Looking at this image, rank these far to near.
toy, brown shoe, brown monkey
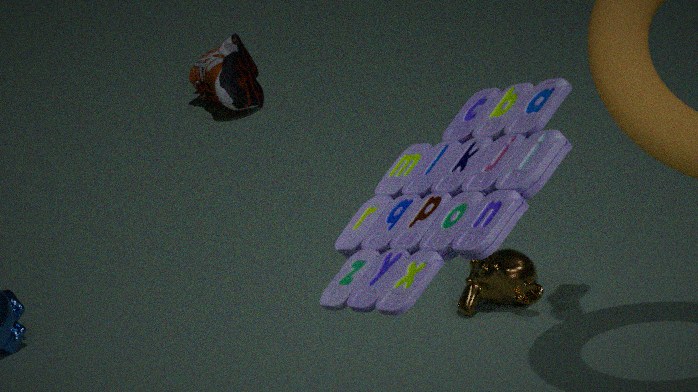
1. brown shoe
2. brown monkey
3. toy
